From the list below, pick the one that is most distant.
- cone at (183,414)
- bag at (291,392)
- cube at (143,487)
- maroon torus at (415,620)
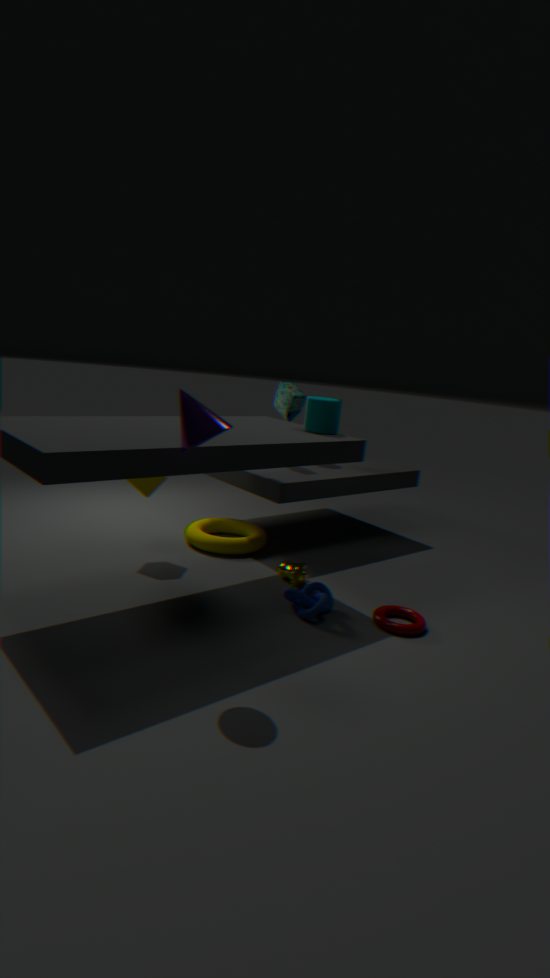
bag at (291,392)
